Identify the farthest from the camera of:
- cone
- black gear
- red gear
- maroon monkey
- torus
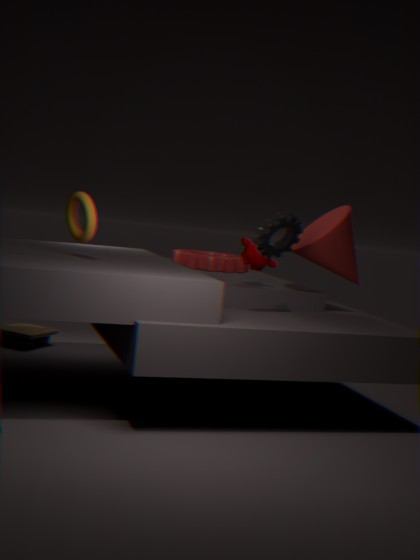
red gear
